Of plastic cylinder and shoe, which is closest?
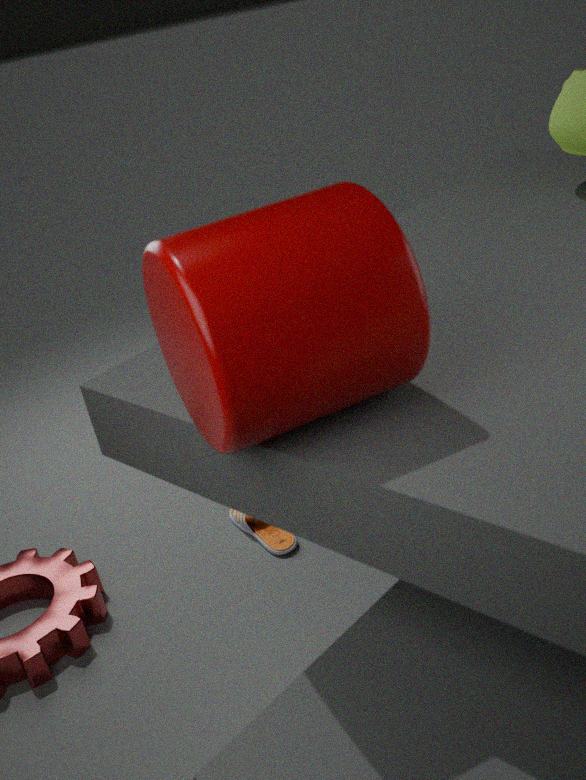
plastic cylinder
